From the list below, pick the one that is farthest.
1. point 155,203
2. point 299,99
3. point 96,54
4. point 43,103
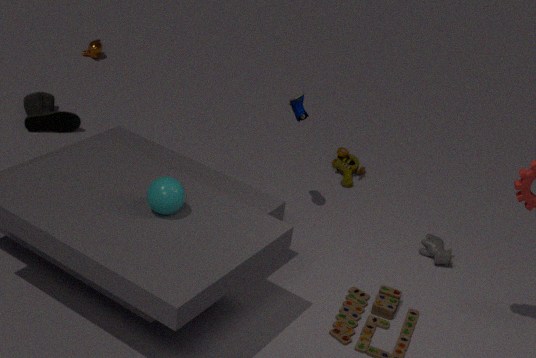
point 96,54
